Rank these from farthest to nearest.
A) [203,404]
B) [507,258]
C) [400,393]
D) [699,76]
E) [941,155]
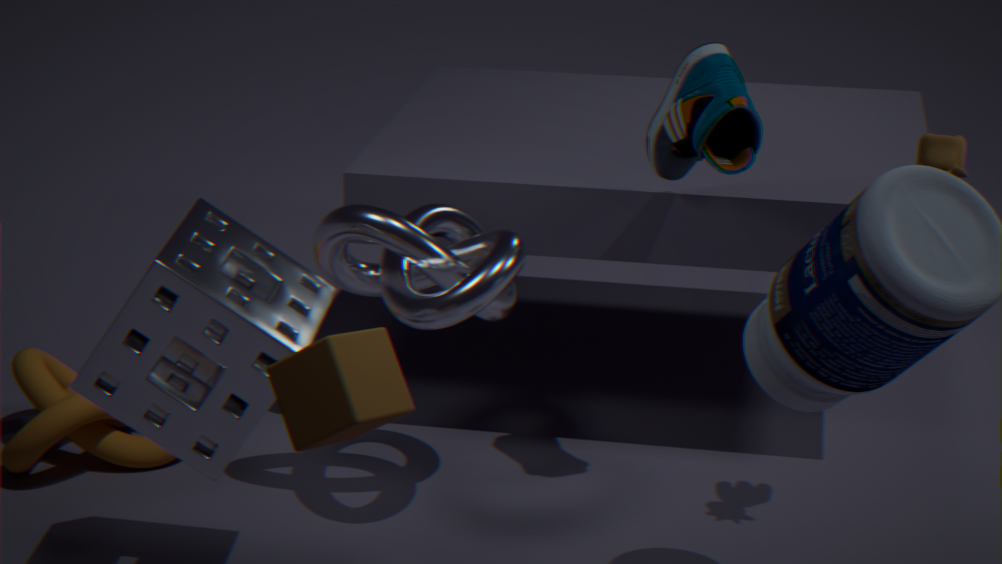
1. [699,76]
2. [507,258]
3. [941,155]
4. [203,404]
5. [400,393]
